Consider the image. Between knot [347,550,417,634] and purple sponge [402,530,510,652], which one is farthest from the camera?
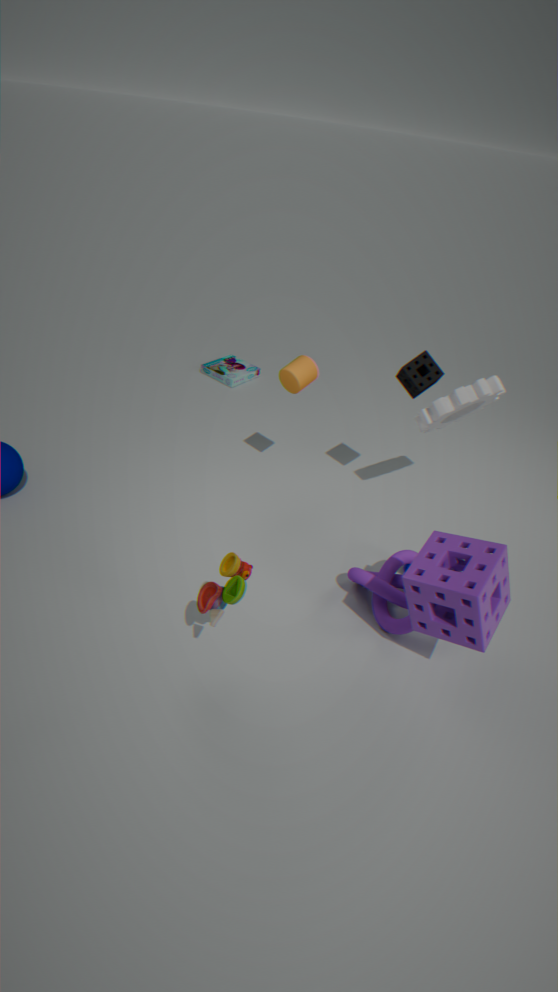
knot [347,550,417,634]
